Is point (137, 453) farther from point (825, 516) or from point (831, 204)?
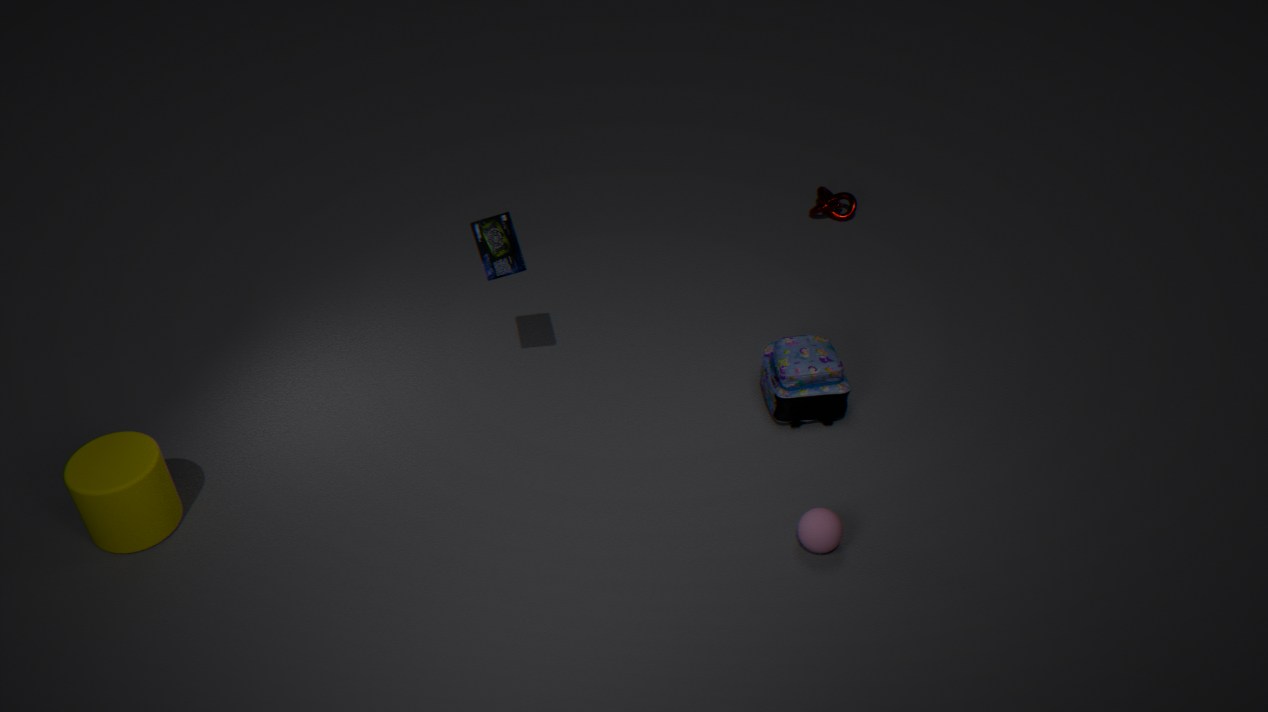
point (831, 204)
